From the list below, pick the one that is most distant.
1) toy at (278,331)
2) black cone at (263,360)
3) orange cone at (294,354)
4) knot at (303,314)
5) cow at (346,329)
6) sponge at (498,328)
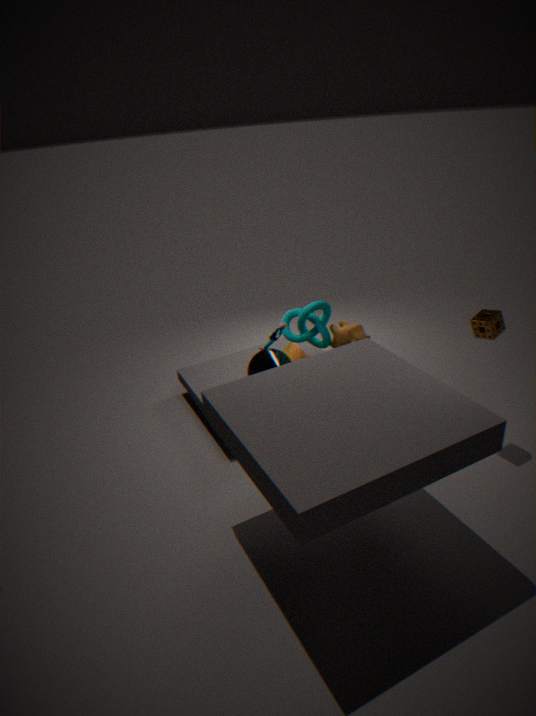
4. knot at (303,314)
